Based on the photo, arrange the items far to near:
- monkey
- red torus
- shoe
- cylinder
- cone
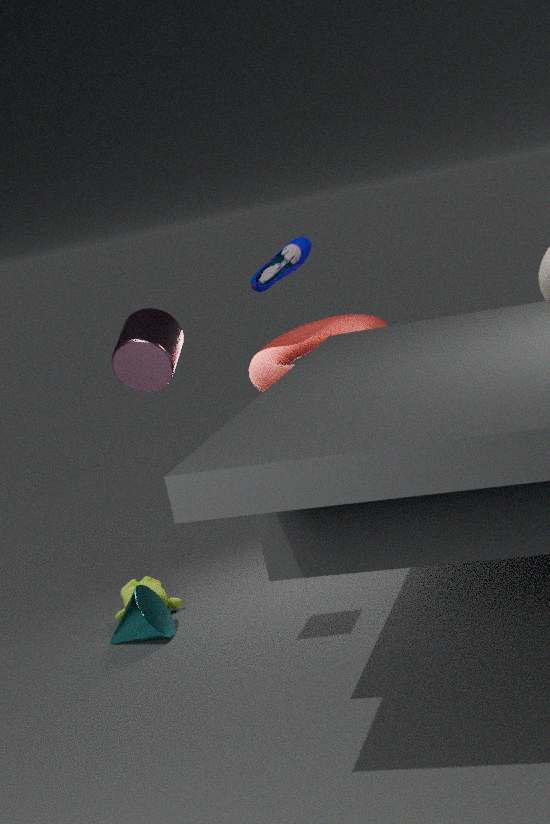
shoe < monkey < red torus < cone < cylinder
